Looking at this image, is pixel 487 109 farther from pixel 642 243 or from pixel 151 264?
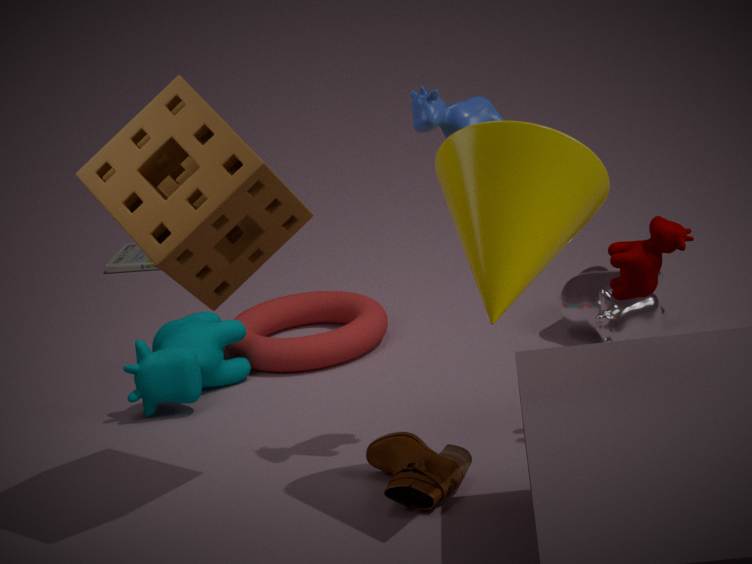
pixel 151 264
